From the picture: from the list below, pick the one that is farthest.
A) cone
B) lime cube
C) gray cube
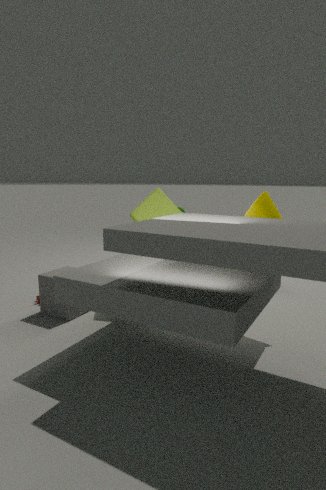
B. lime cube
